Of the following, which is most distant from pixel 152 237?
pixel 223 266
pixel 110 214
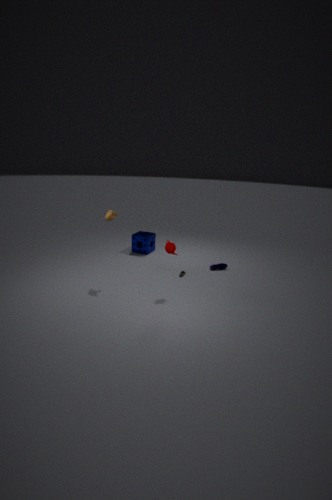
pixel 110 214
